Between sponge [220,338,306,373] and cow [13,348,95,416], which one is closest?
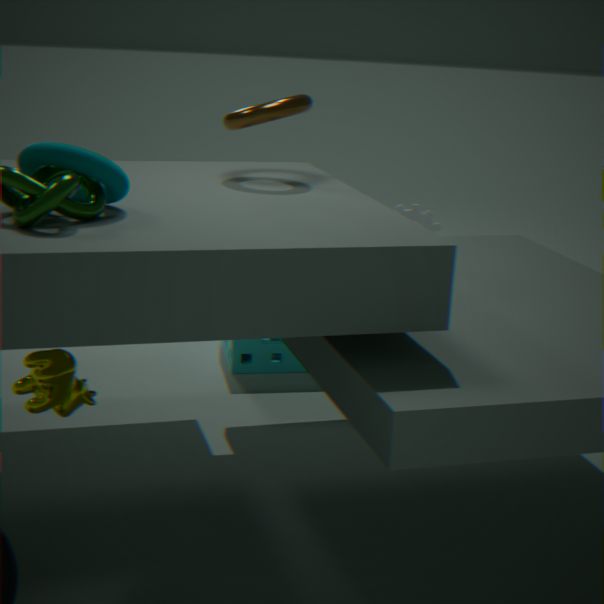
cow [13,348,95,416]
